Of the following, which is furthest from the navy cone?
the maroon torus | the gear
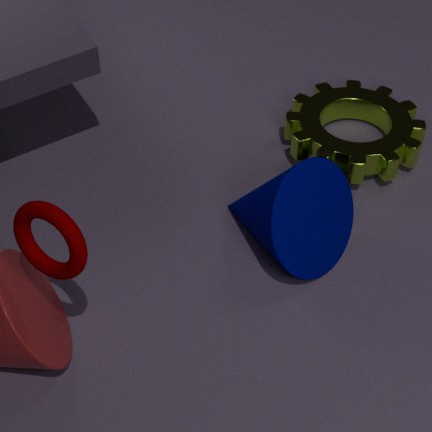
the maroon torus
